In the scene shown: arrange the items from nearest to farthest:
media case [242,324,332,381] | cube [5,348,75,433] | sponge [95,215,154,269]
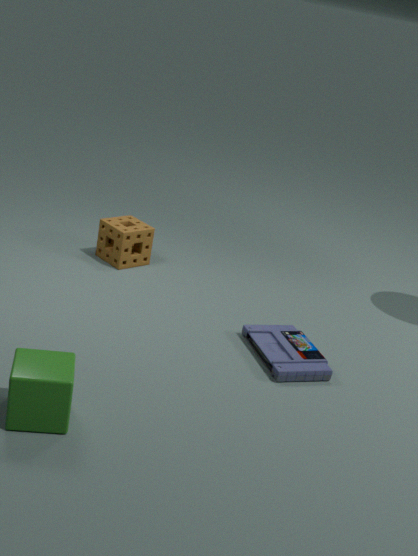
cube [5,348,75,433]
media case [242,324,332,381]
sponge [95,215,154,269]
